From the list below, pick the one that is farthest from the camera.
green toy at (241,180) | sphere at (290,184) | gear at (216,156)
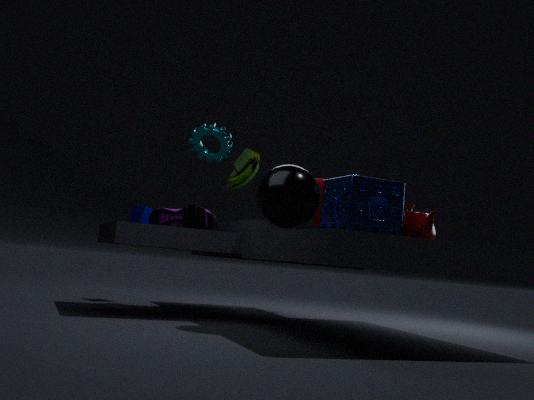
green toy at (241,180)
